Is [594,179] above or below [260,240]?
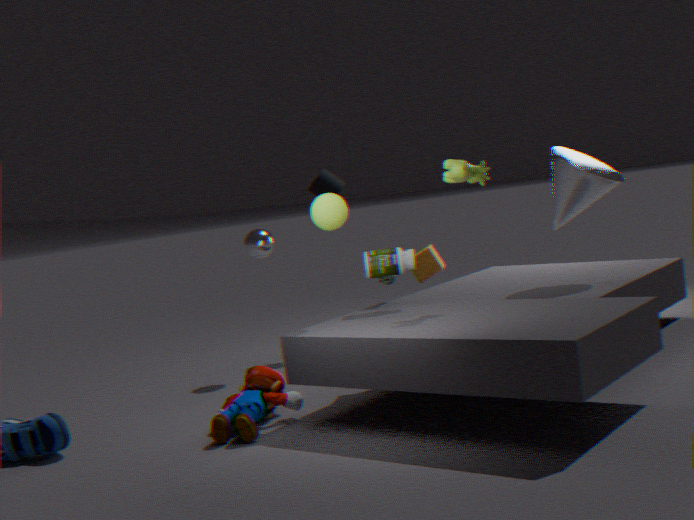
above
